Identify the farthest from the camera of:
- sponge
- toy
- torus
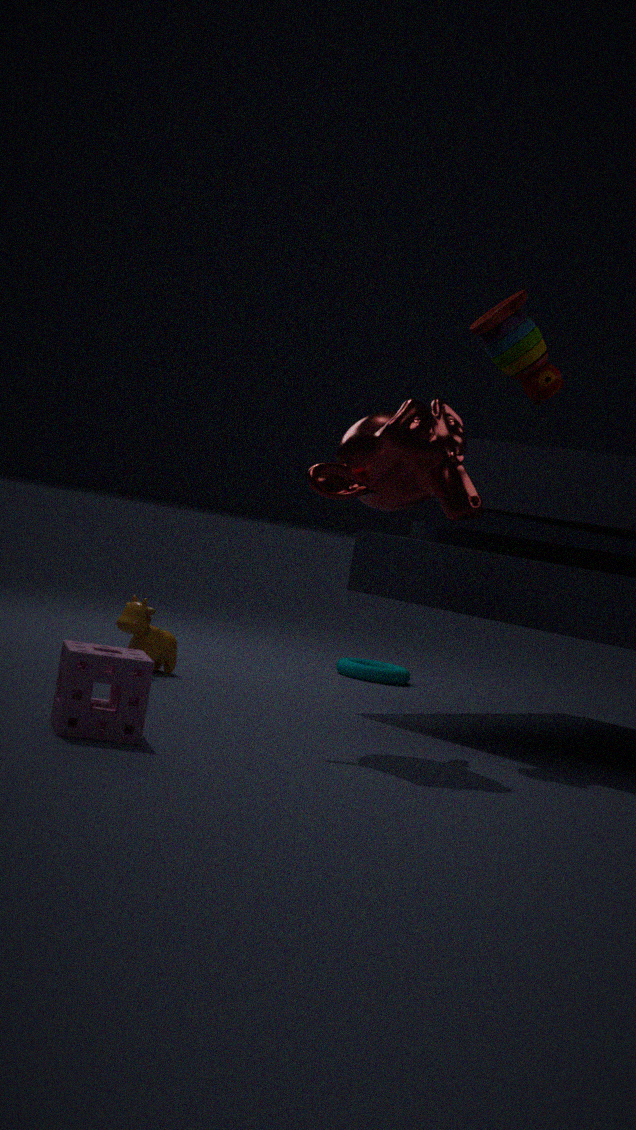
torus
